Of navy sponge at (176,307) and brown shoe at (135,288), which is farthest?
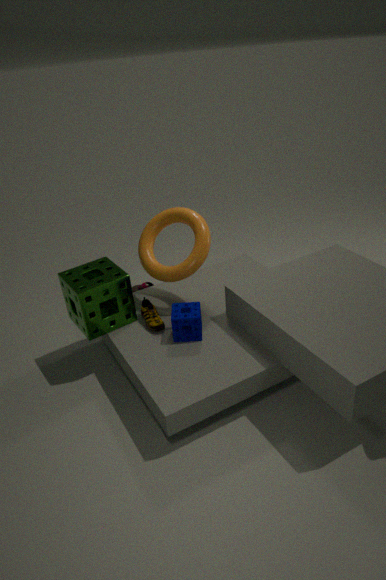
brown shoe at (135,288)
